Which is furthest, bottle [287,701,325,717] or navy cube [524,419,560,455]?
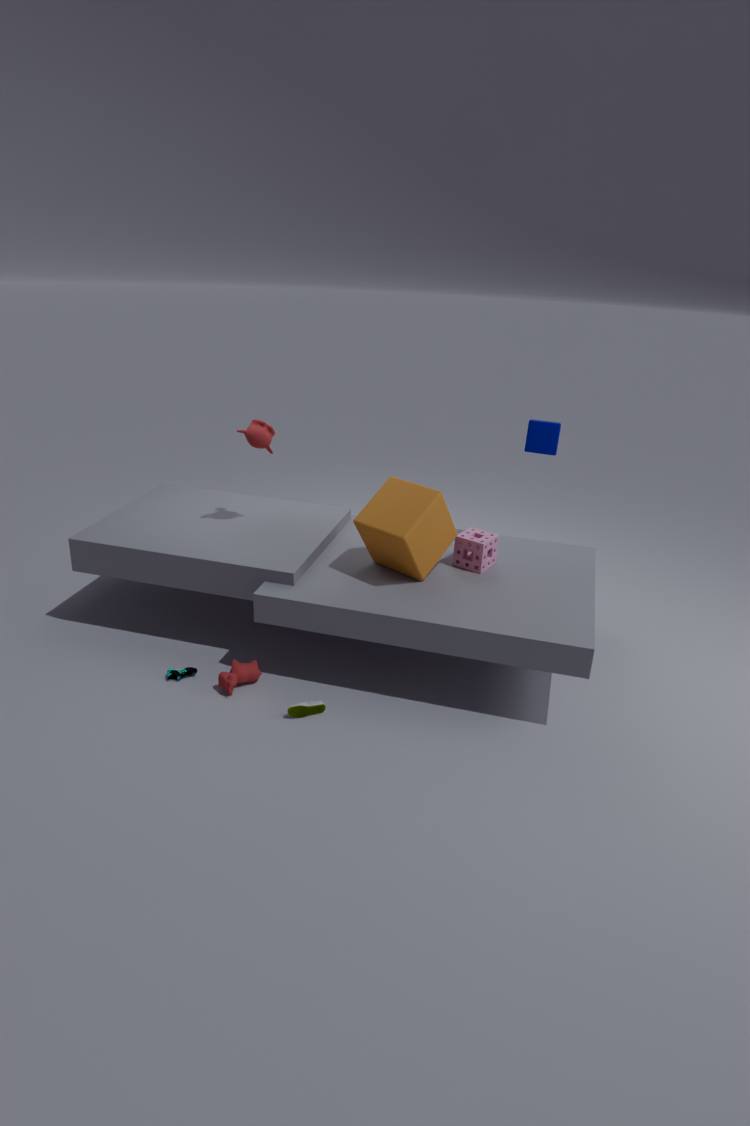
navy cube [524,419,560,455]
